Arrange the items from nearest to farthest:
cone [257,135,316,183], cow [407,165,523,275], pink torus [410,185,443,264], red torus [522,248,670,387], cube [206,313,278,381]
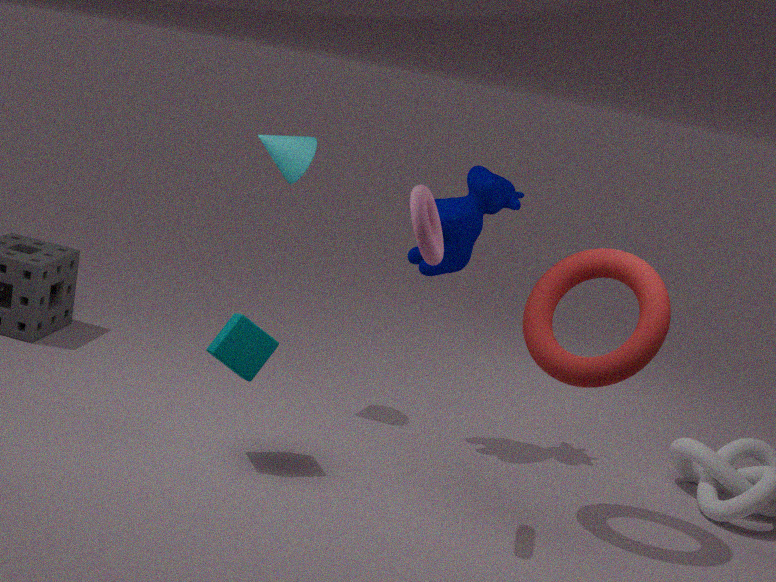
pink torus [410,185,443,264] < red torus [522,248,670,387] < cube [206,313,278,381] < cow [407,165,523,275] < cone [257,135,316,183]
